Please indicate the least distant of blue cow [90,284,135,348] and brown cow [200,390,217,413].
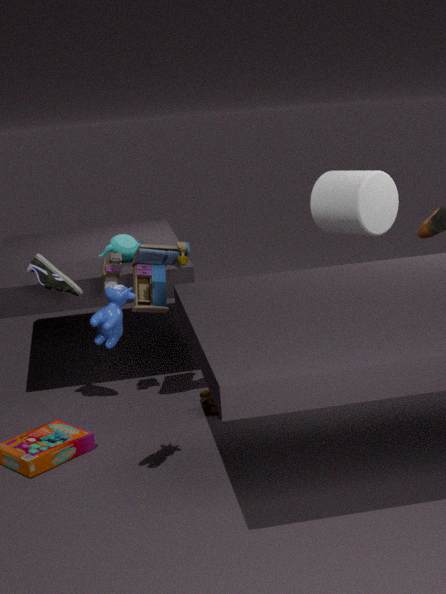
blue cow [90,284,135,348]
